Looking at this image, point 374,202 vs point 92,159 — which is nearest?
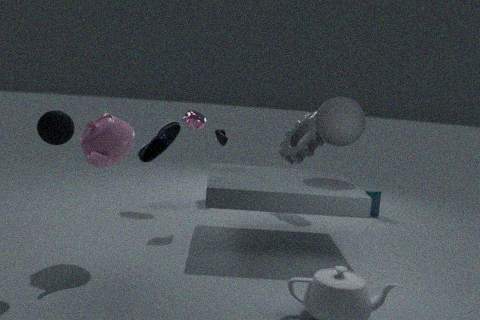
point 92,159
